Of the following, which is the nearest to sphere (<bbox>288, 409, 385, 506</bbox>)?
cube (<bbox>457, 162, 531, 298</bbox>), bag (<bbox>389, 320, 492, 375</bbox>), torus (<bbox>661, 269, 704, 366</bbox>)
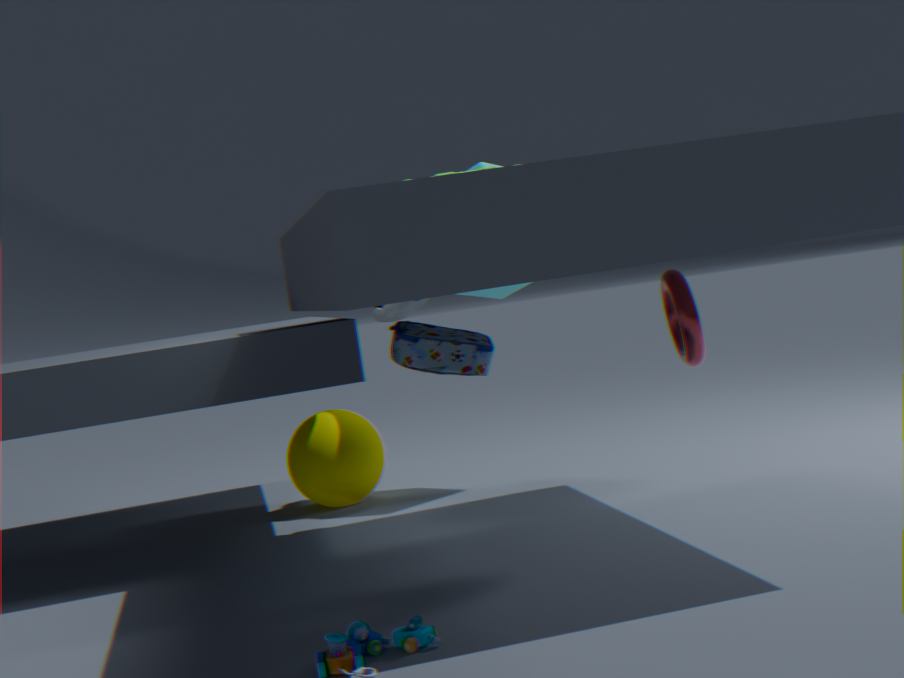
cube (<bbox>457, 162, 531, 298</bbox>)
